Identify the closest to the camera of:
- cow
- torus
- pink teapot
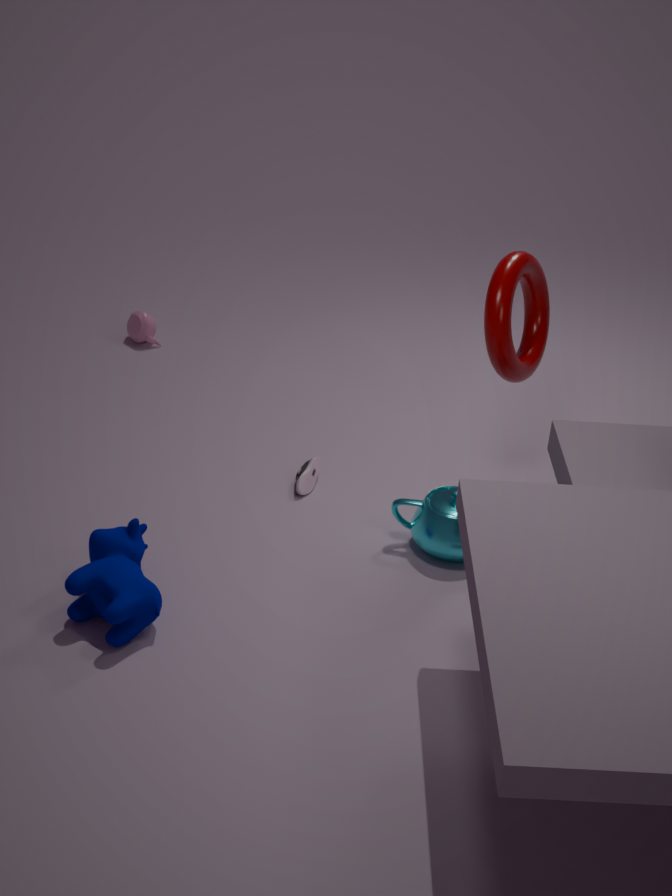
cow
